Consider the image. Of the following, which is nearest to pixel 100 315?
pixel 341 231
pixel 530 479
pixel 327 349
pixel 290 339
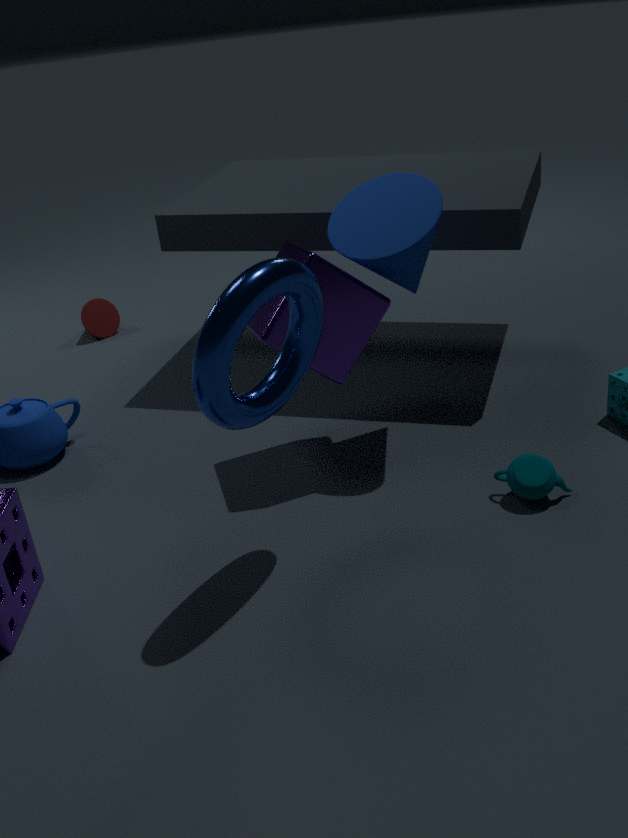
pixel 327 349
